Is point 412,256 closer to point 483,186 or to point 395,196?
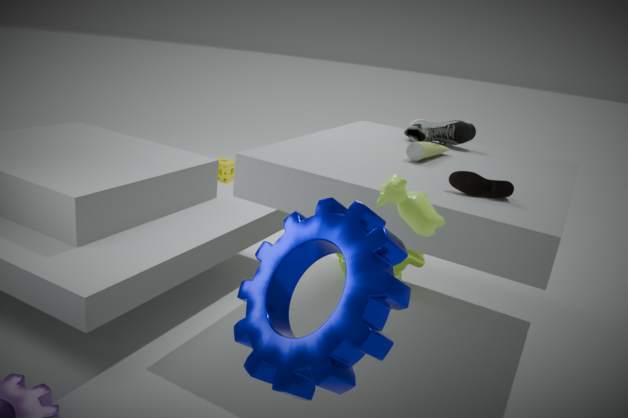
point 483,186
